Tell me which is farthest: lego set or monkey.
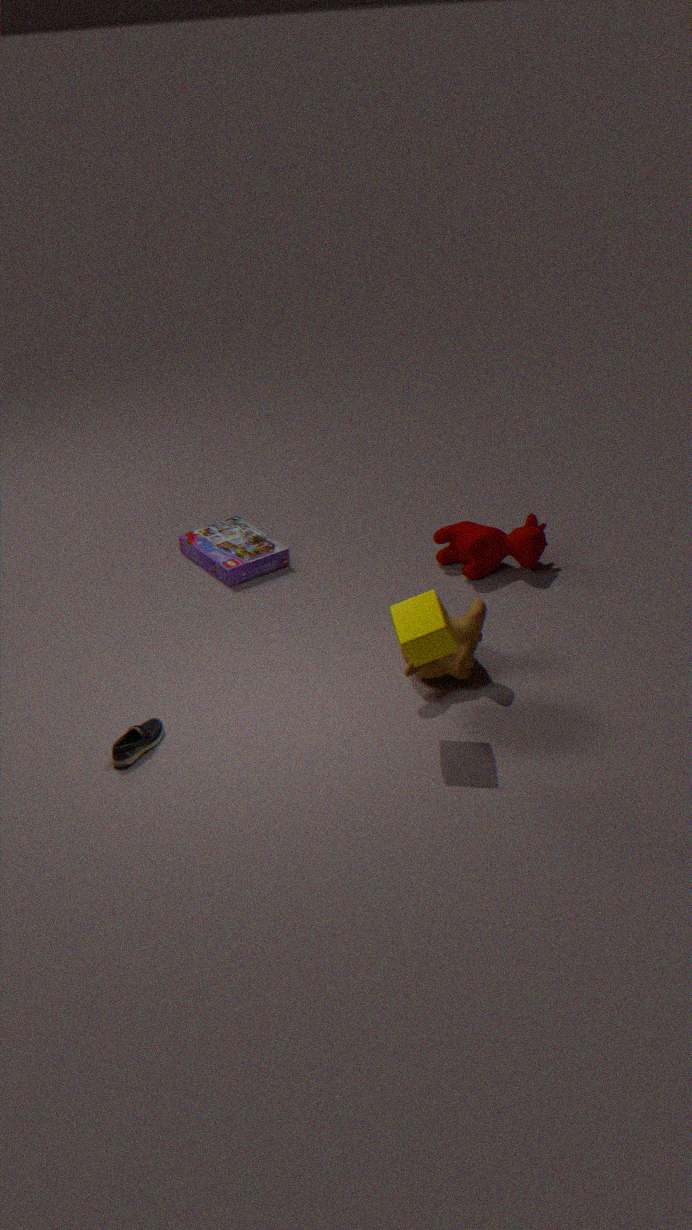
lego set
